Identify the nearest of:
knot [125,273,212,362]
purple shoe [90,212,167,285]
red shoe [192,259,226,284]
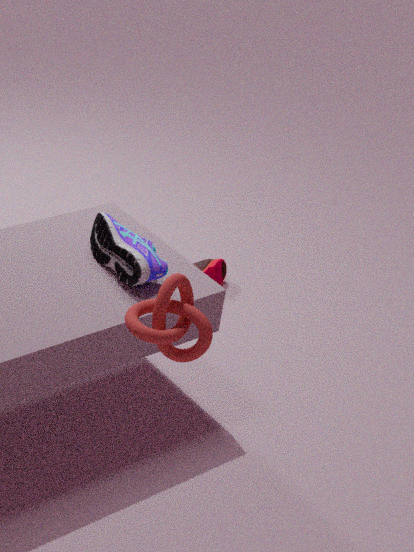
knot [125,273,212,362]
